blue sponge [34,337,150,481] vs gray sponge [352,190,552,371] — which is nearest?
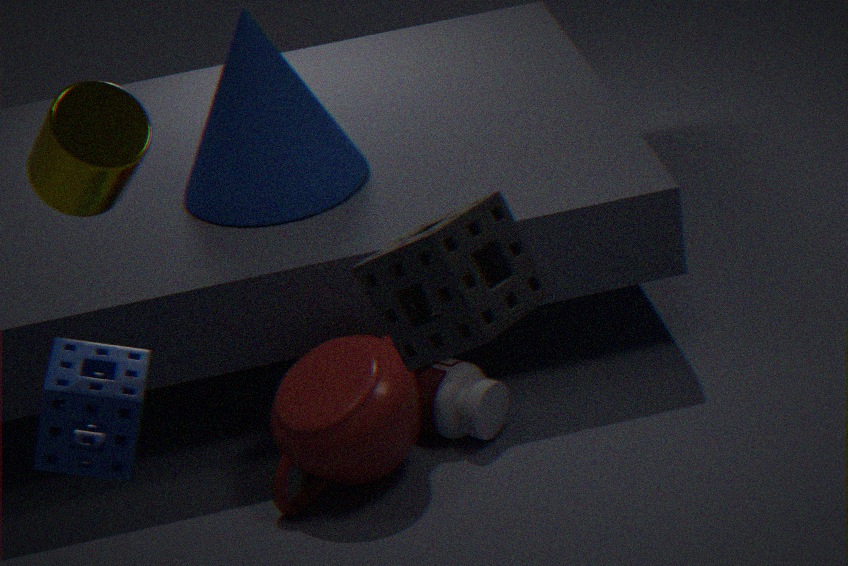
gray sponge [352,190,552,371]
